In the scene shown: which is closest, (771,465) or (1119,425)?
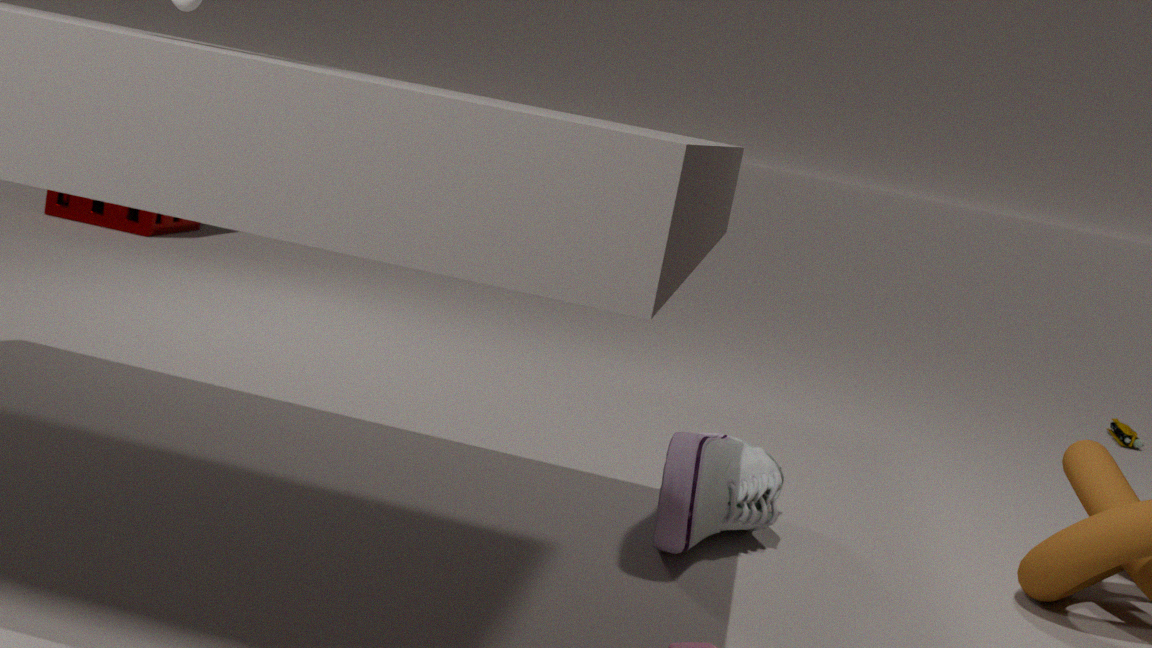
(771,465)
